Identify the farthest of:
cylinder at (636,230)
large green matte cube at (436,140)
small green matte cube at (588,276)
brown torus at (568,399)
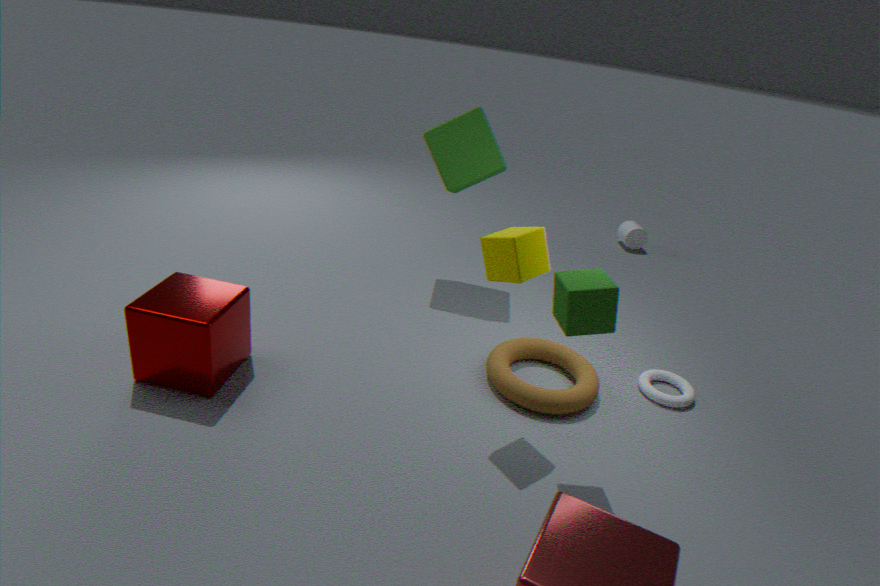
cylinder at (636,230)
